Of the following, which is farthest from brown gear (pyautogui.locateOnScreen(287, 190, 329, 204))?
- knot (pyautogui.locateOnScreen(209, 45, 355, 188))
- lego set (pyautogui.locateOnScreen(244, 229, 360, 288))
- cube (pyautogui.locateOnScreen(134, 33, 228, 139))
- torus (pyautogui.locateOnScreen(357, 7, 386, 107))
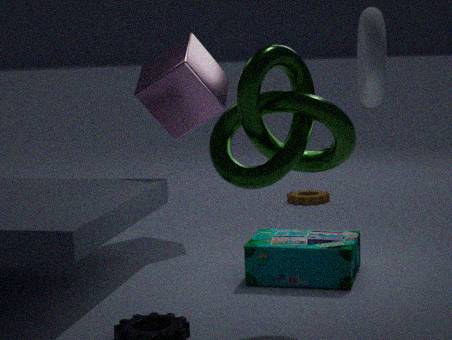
knot (pyautogui.locateOnScreen(209, 45, 355, 188))
